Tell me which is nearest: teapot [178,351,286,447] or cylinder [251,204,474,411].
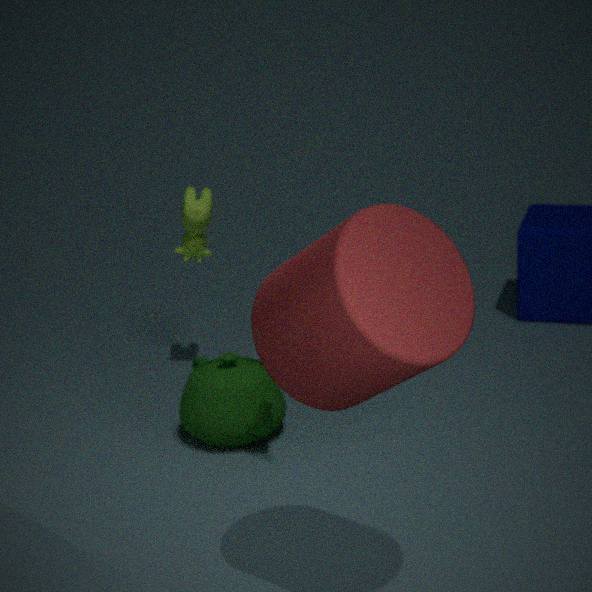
cylinder [251,204,474,411]
